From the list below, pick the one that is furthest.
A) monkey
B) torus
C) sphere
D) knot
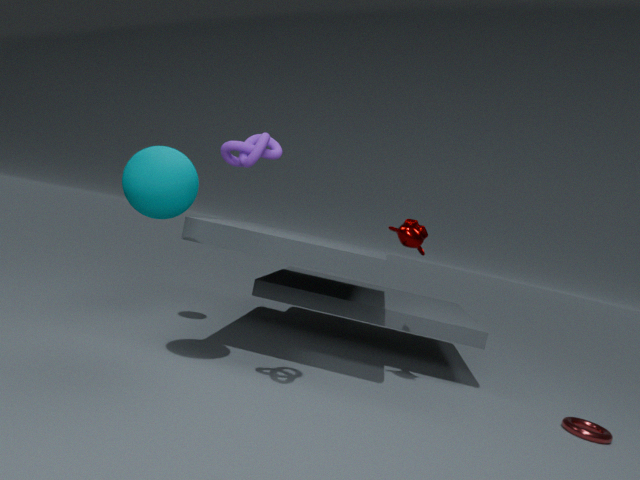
torus
